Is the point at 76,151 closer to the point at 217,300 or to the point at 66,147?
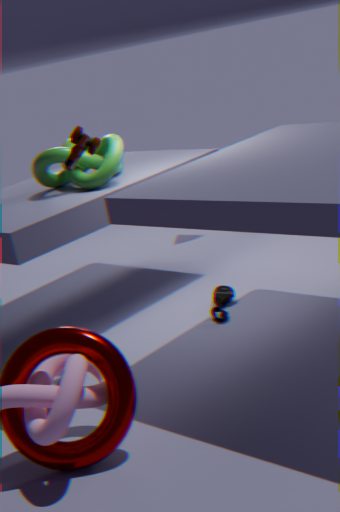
the point at 66,147
